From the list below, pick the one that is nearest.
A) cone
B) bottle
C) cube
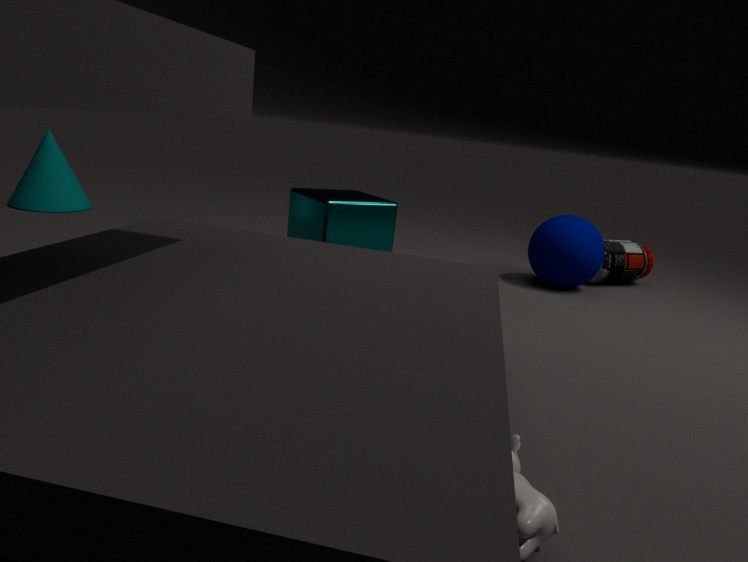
cube
